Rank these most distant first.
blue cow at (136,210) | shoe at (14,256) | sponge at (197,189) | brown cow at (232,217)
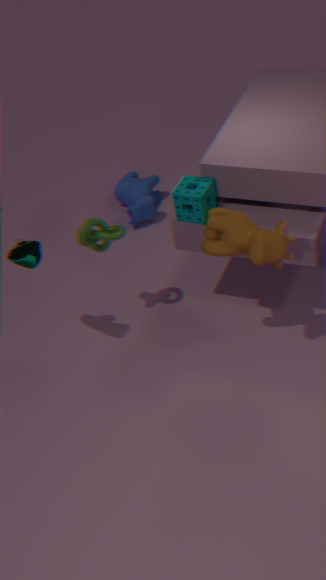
blue cow at (136,210) < sponge at (197,189) < shoe at (14,256) < brown cow at (232,217)
